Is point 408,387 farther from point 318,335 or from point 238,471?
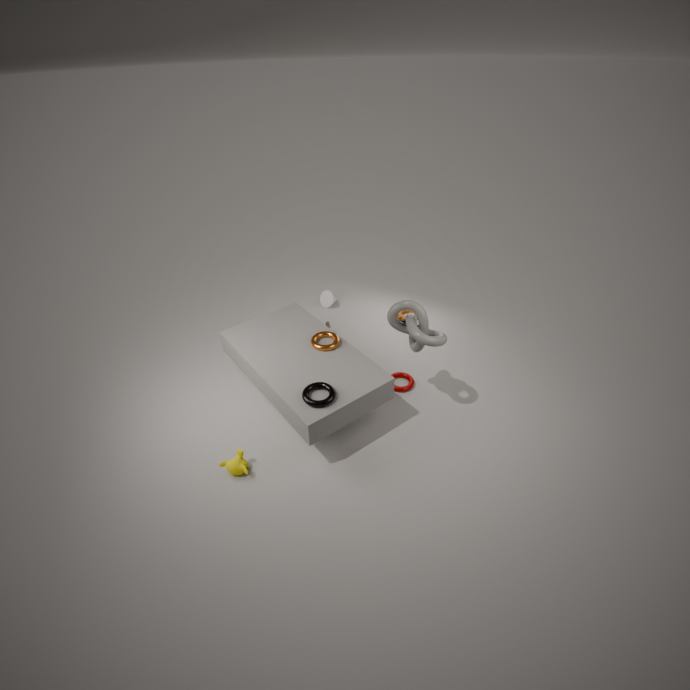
point 238,471
